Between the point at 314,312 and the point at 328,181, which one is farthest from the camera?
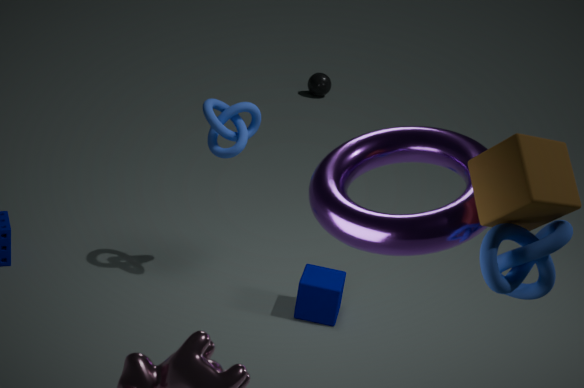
the point at 314,312
